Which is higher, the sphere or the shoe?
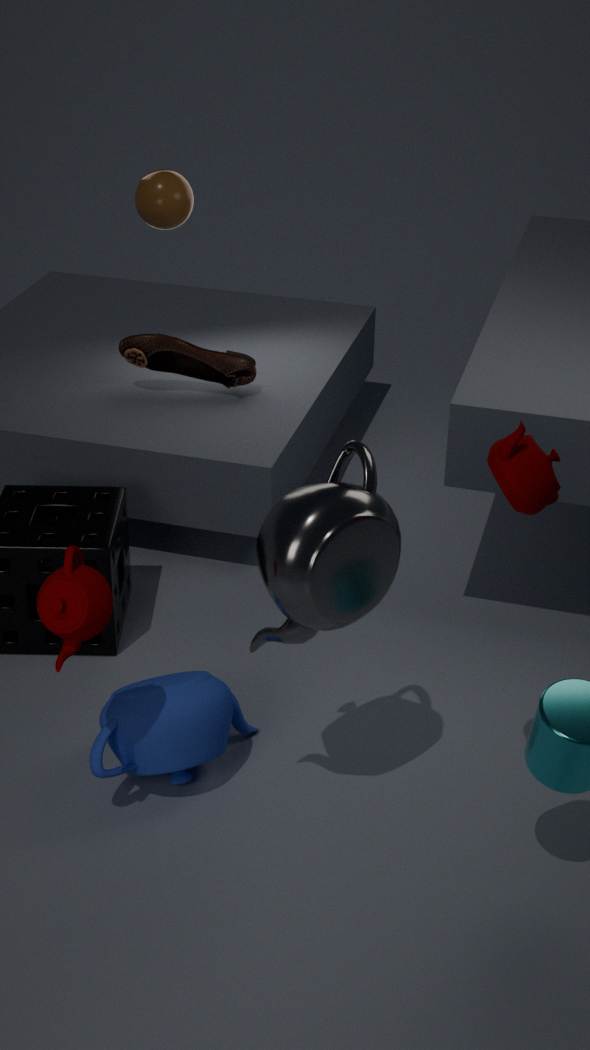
the sphere
